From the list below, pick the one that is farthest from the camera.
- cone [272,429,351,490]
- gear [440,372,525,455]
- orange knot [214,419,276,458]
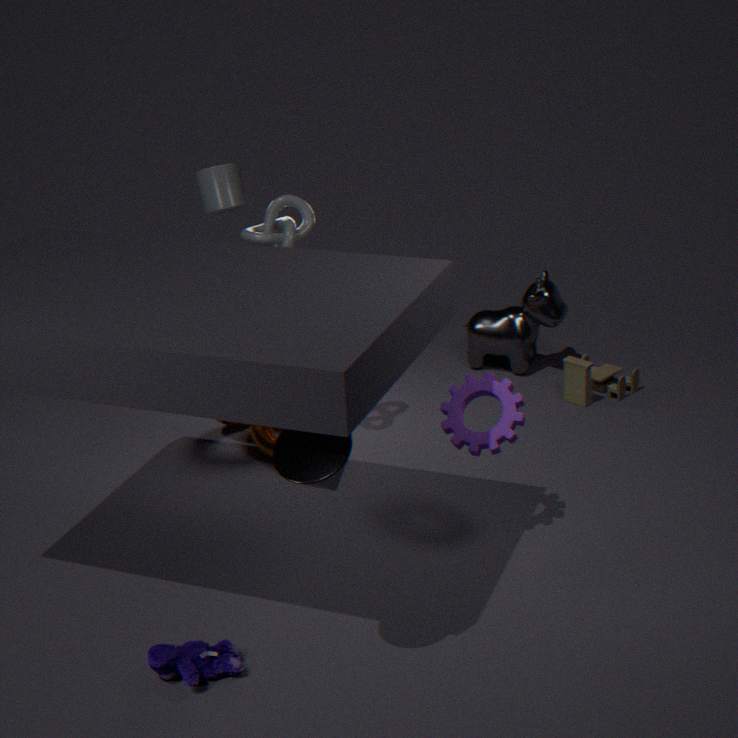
orange knot [214,419,276,458]
